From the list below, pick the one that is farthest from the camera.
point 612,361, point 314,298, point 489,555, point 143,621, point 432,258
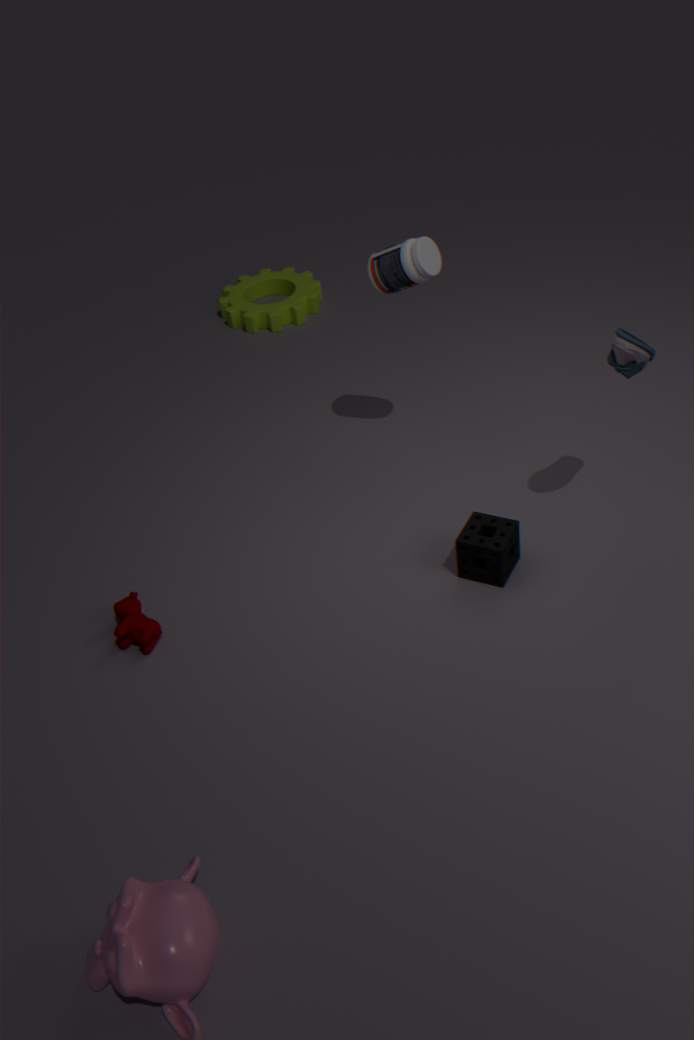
point 314,298
